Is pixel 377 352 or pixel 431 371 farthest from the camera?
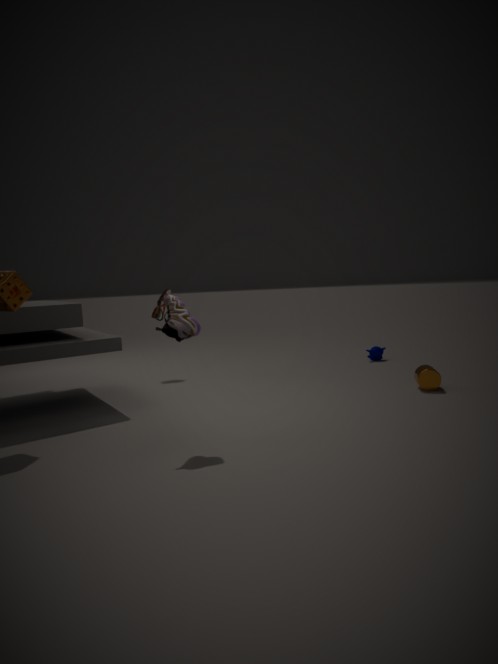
pixel 377 352
